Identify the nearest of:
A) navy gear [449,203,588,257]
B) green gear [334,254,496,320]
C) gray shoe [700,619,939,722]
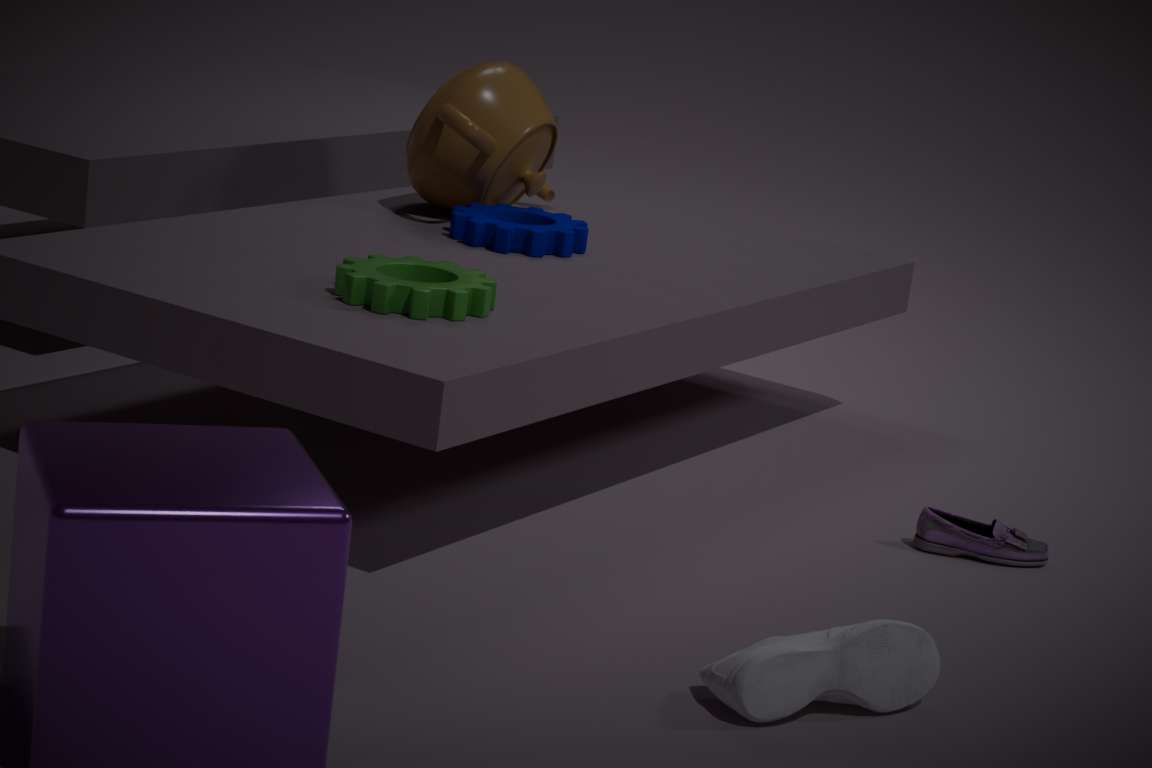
gray shoe [700,619,939,722]
